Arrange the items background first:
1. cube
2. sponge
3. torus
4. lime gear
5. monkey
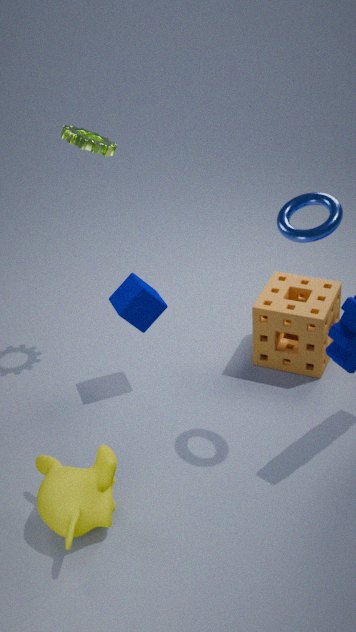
sponge
cube
lime gear
monkey
torus
